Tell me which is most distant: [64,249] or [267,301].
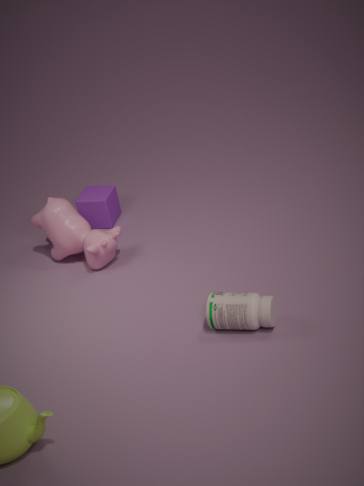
[64,249]
